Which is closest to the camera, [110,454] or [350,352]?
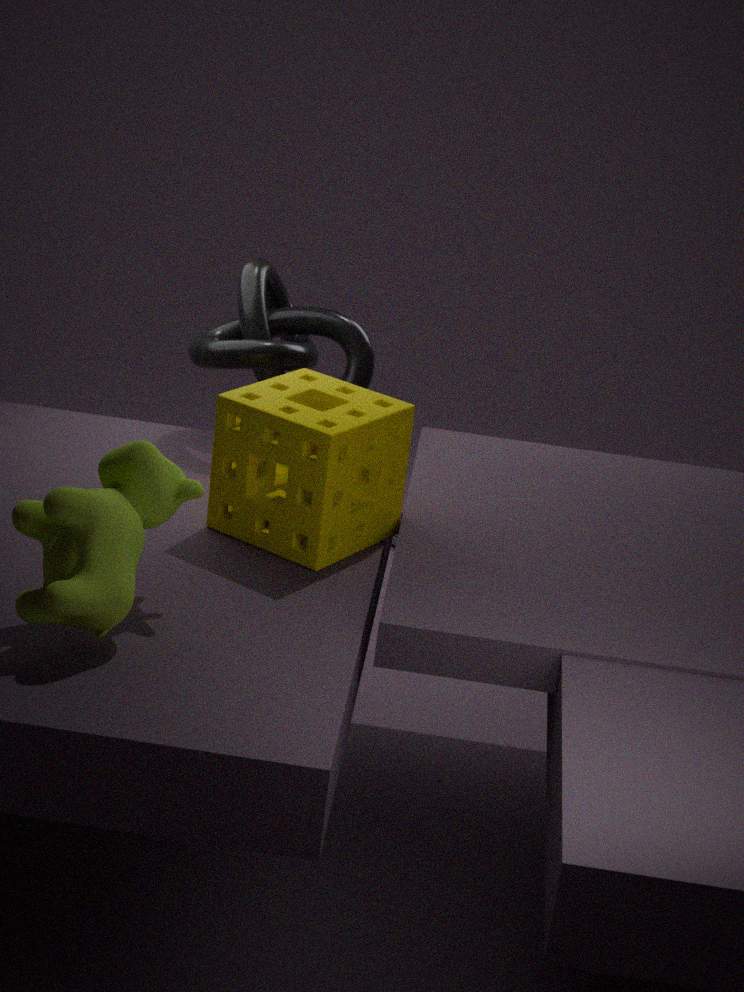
[110,454]
